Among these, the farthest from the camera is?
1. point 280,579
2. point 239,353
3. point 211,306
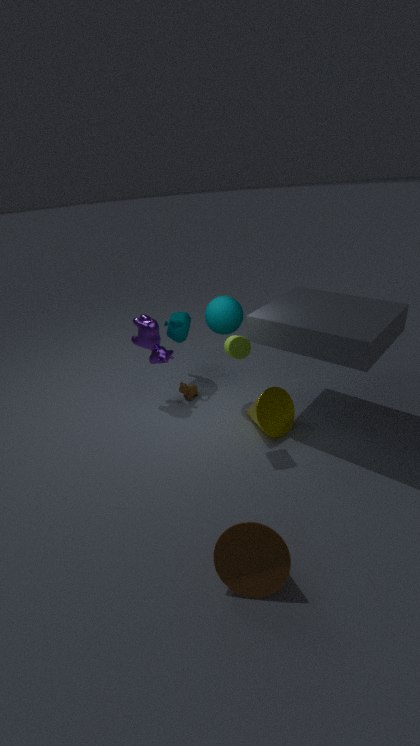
point 211,306
